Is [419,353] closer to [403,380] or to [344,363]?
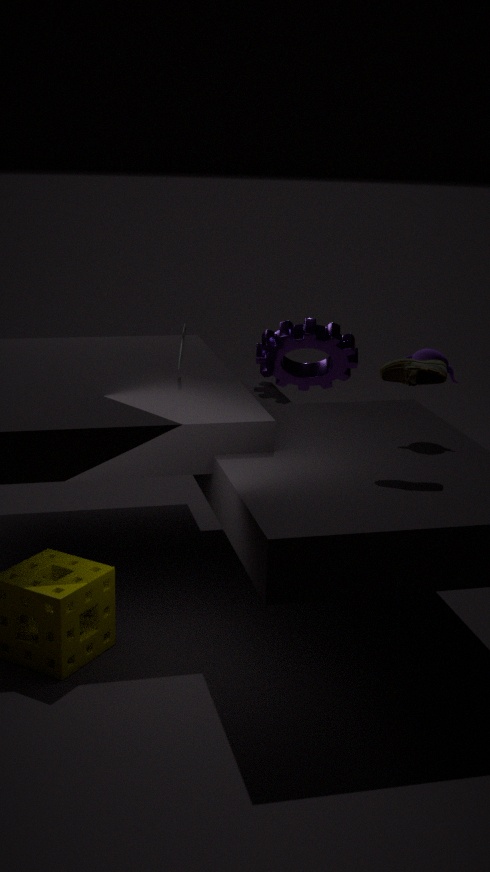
[403,380]
